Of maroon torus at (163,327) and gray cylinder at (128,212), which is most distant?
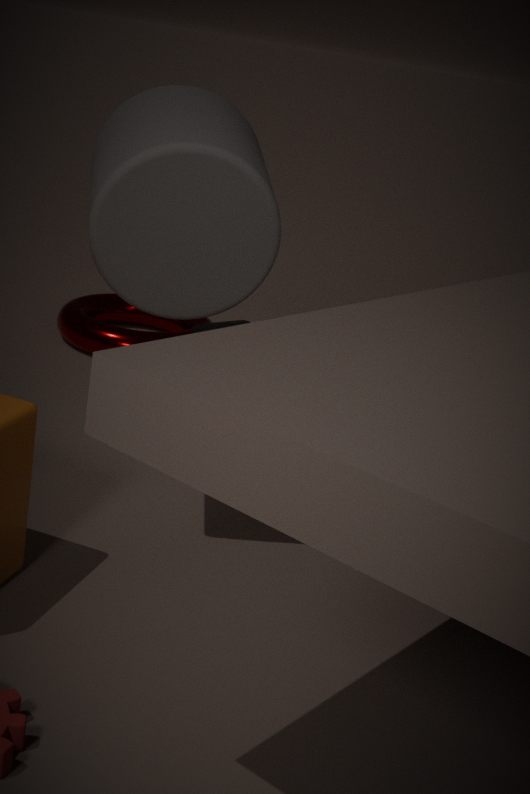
maroon torus at (163,327)
